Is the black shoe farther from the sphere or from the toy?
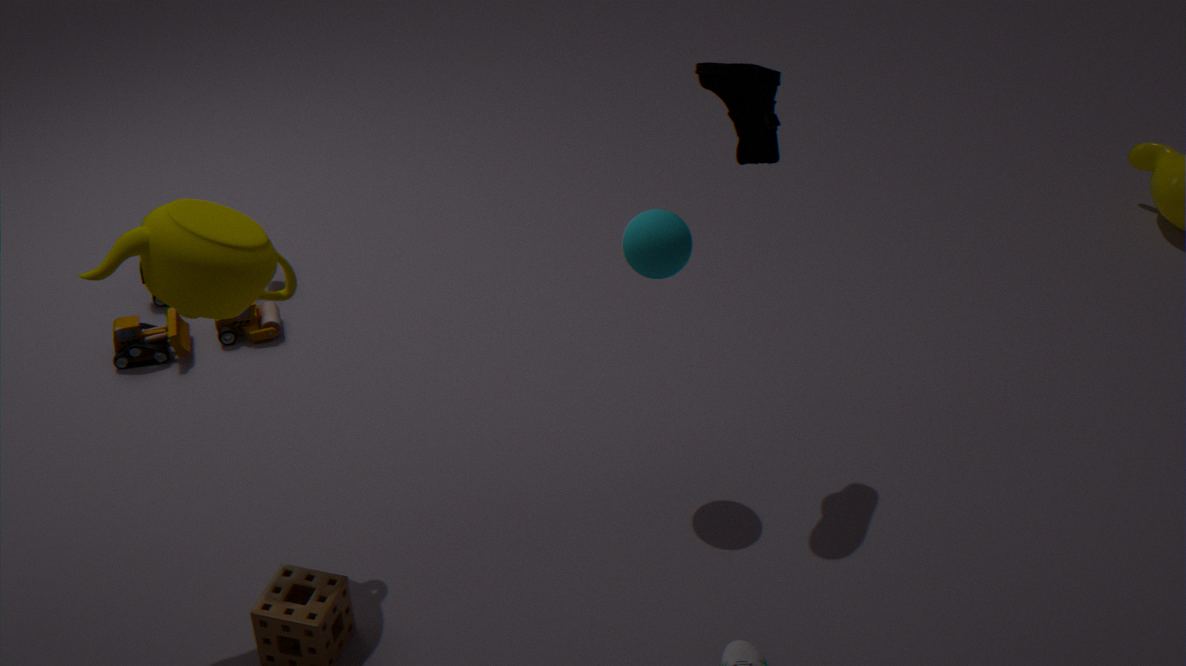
the toy
